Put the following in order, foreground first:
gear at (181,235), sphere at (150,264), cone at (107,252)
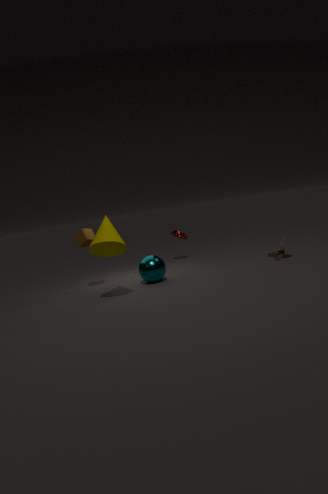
cone at (107,252)
sphere at (150,264)
gear at (181,235)
